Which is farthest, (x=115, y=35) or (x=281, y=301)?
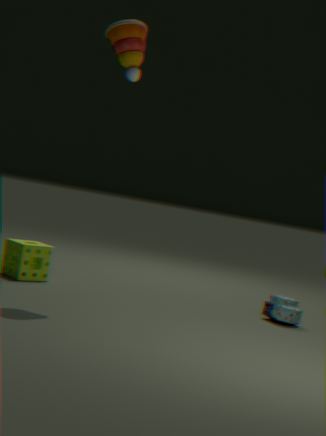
(x=281, y=301)
